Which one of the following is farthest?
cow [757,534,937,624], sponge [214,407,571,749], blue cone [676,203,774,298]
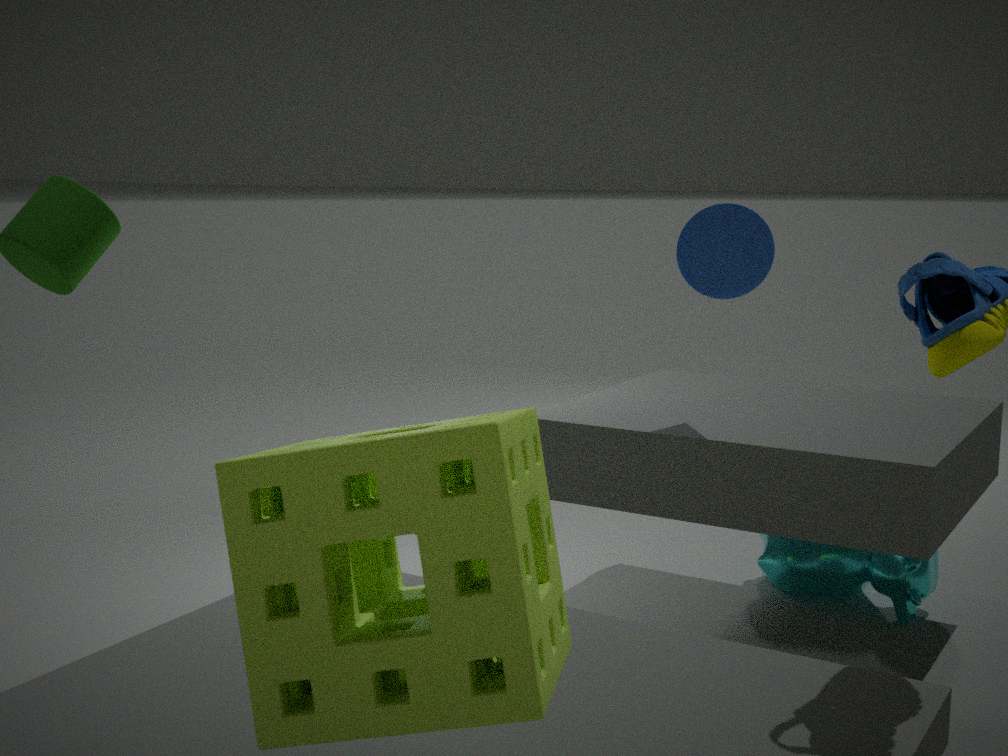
cow [757,534,937,624]
